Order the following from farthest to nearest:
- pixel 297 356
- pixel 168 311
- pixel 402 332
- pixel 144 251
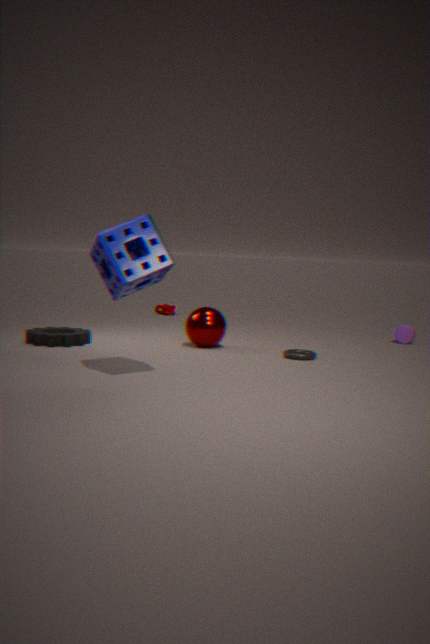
pixel 168 311
pixel 402 332
pixel 297 356
pixel 144 251
